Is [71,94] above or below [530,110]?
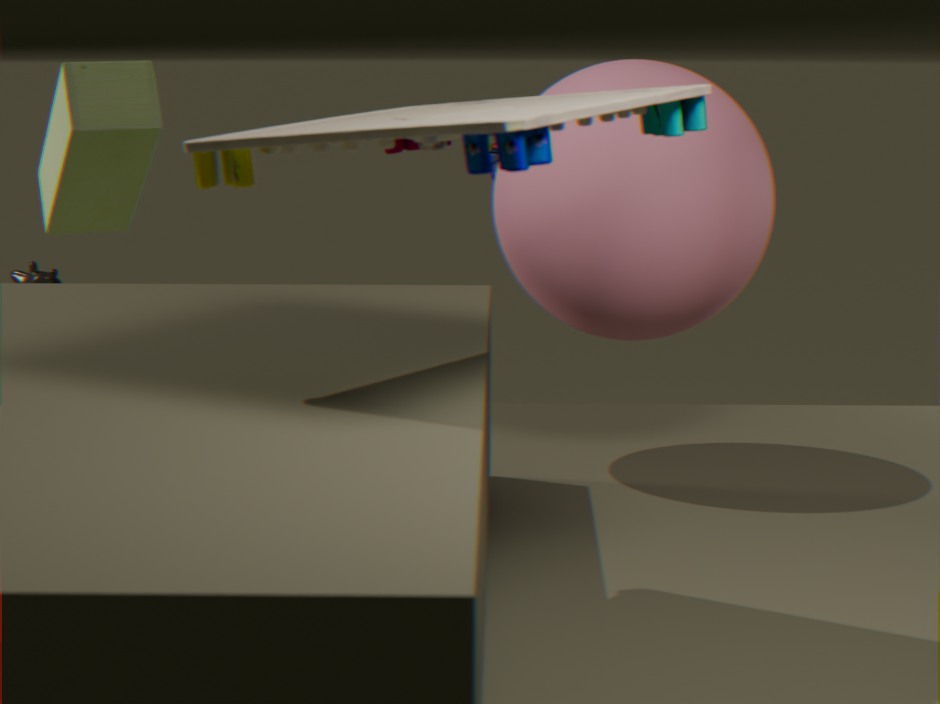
below
